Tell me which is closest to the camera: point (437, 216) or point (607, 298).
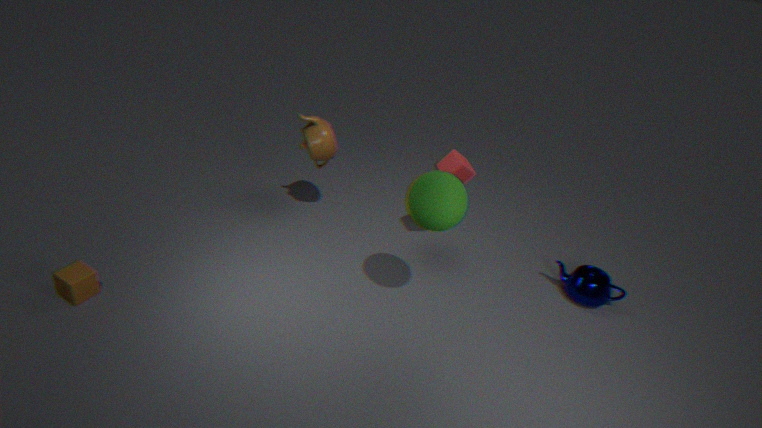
point (437, 216)
